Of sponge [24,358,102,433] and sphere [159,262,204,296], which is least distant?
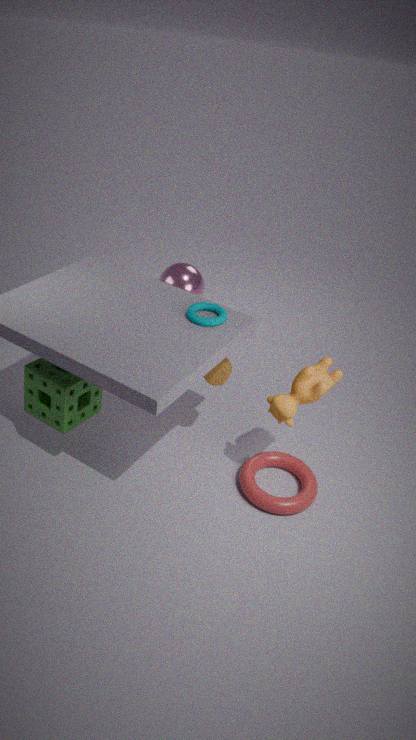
sponge [24,358,102,433]
